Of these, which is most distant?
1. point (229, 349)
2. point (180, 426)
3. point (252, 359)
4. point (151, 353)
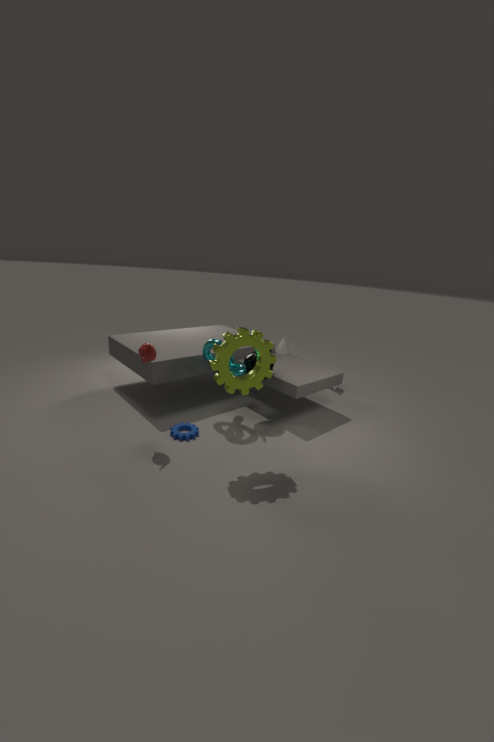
point (252, 359)
